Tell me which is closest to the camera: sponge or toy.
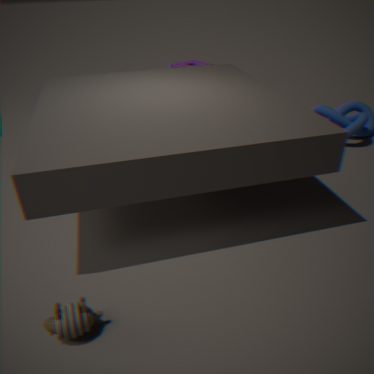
toy
